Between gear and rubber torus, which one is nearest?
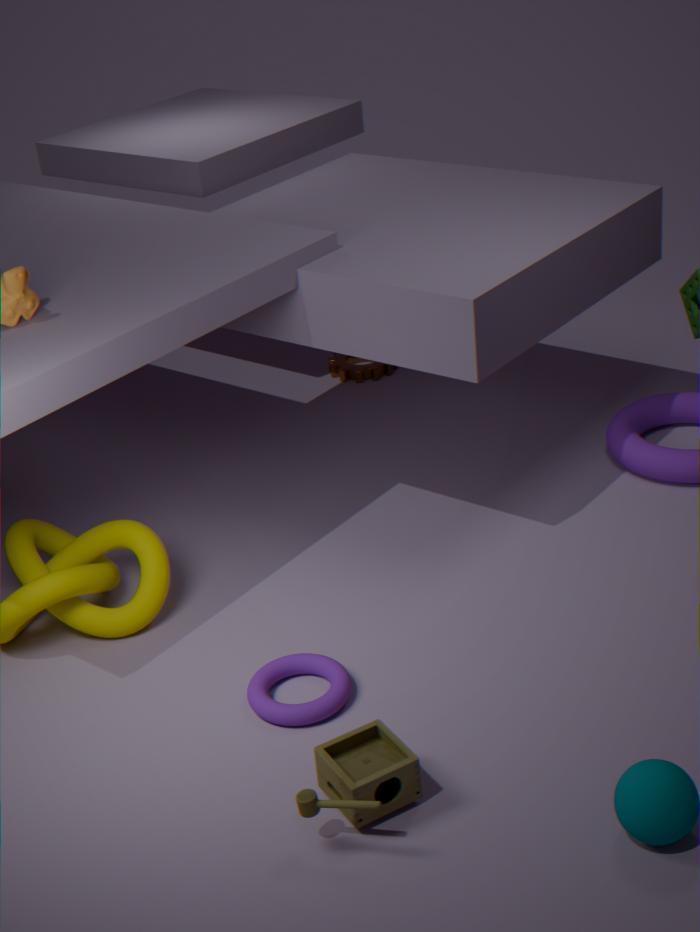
rubber torus
